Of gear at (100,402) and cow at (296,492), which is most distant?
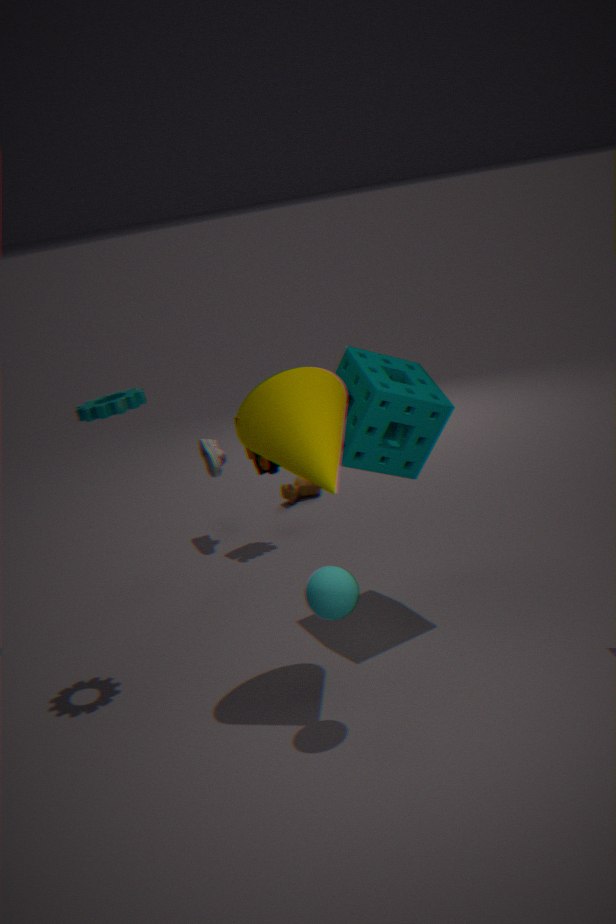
cow at (296,492)
